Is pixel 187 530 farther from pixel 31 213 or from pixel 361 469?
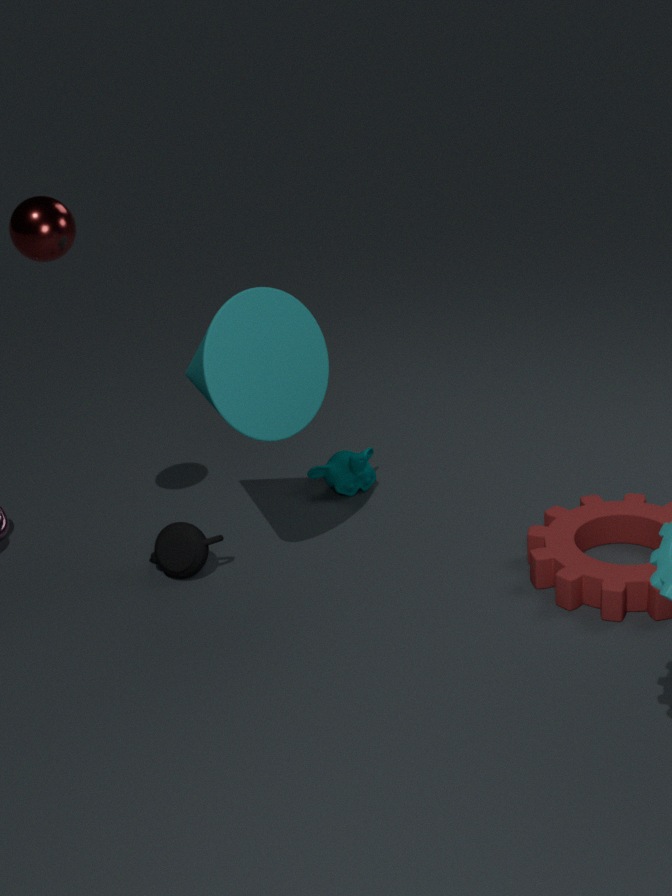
pixel 31 213
